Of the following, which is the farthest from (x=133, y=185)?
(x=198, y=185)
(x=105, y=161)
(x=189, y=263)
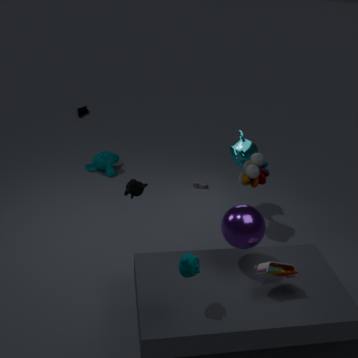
(x=105, y=161)
